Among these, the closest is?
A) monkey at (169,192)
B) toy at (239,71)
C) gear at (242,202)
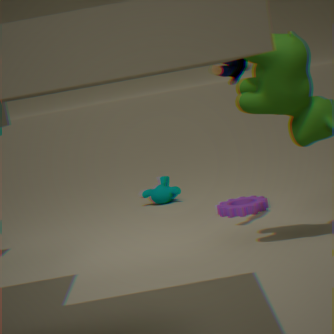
toy at (239,71)
